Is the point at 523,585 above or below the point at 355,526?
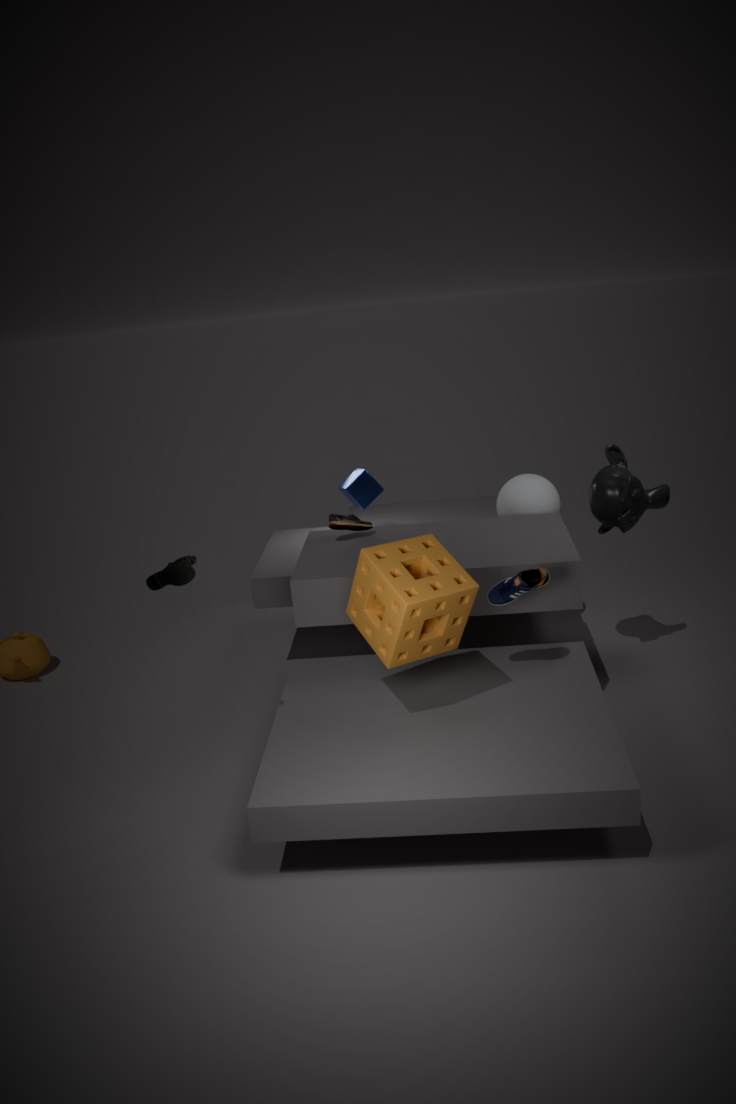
below
